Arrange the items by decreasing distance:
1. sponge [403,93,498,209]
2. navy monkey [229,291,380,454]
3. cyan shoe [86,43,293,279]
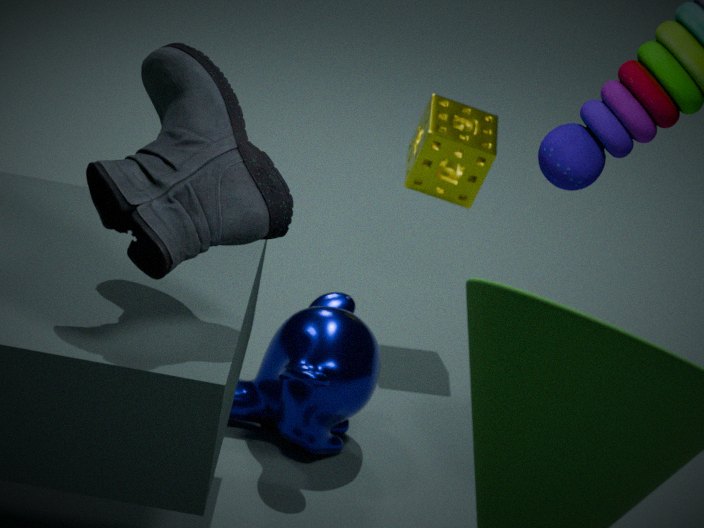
1. sponge [403,93,498,209]
2. navy monkey [229,291,380,454]
3. cyan shoe [86,43,293,279]
